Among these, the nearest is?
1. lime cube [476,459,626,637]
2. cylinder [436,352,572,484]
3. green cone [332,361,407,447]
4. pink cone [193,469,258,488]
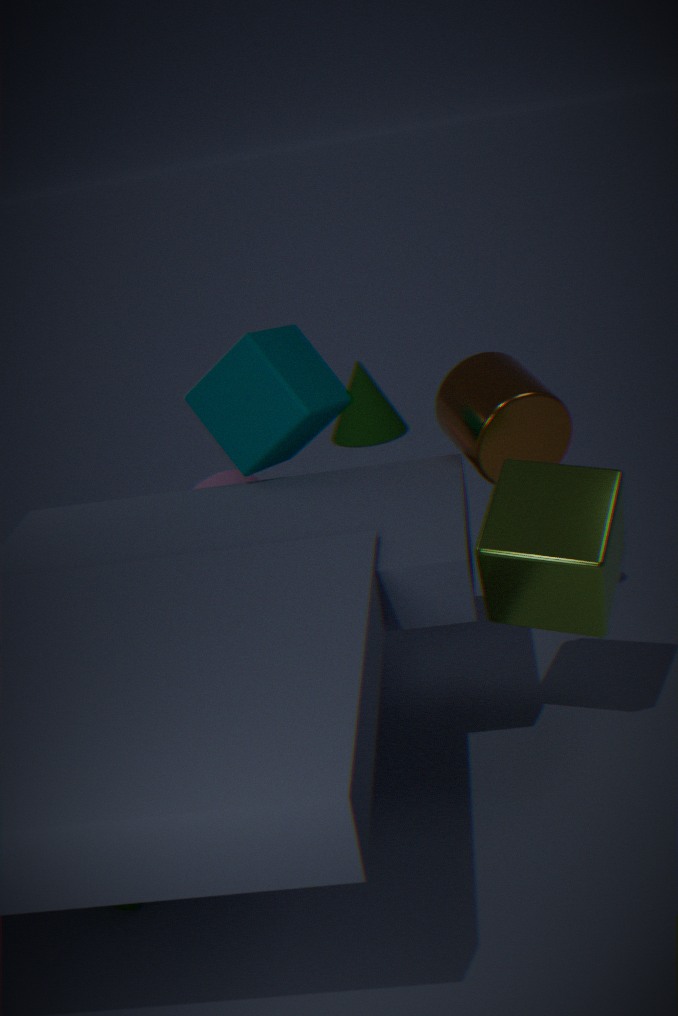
lime cube [476,459,626,637]
